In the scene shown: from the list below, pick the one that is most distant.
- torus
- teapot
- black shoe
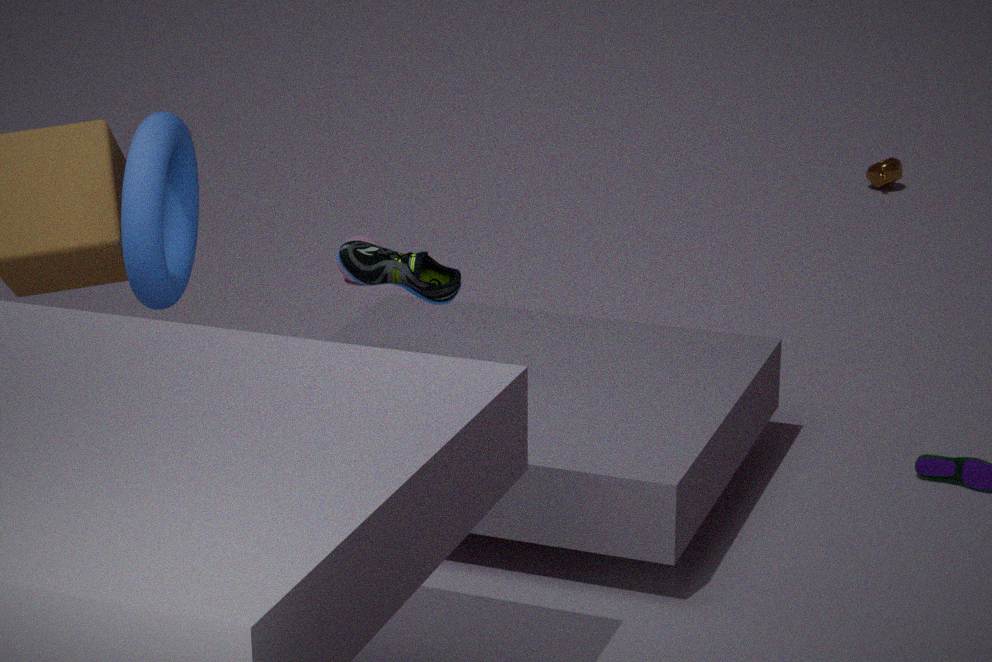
teapot
